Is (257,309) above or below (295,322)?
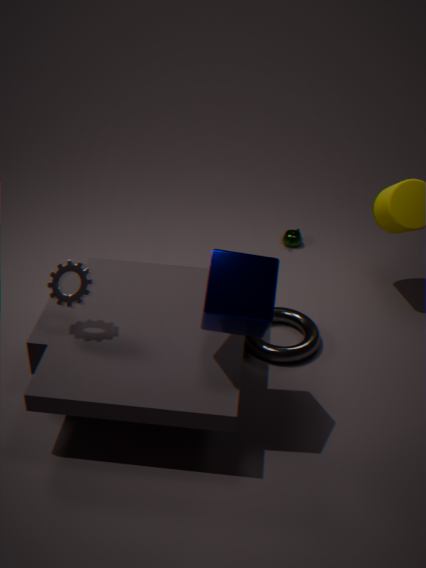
above
